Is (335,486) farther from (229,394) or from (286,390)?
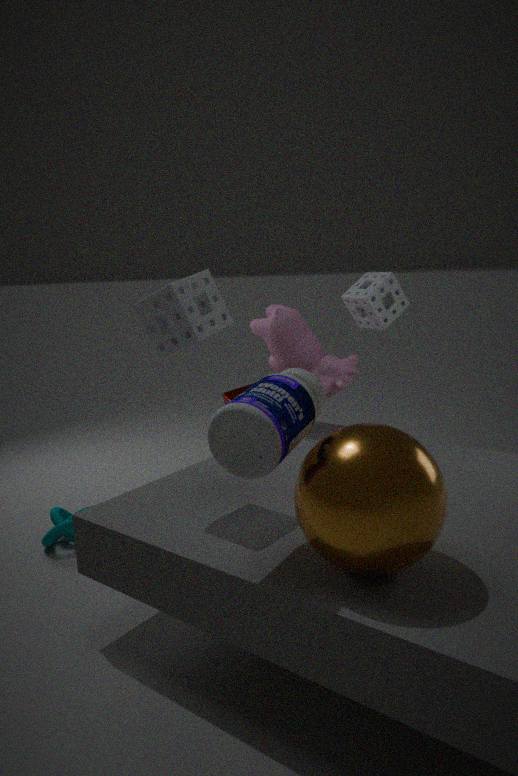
(229,394)
